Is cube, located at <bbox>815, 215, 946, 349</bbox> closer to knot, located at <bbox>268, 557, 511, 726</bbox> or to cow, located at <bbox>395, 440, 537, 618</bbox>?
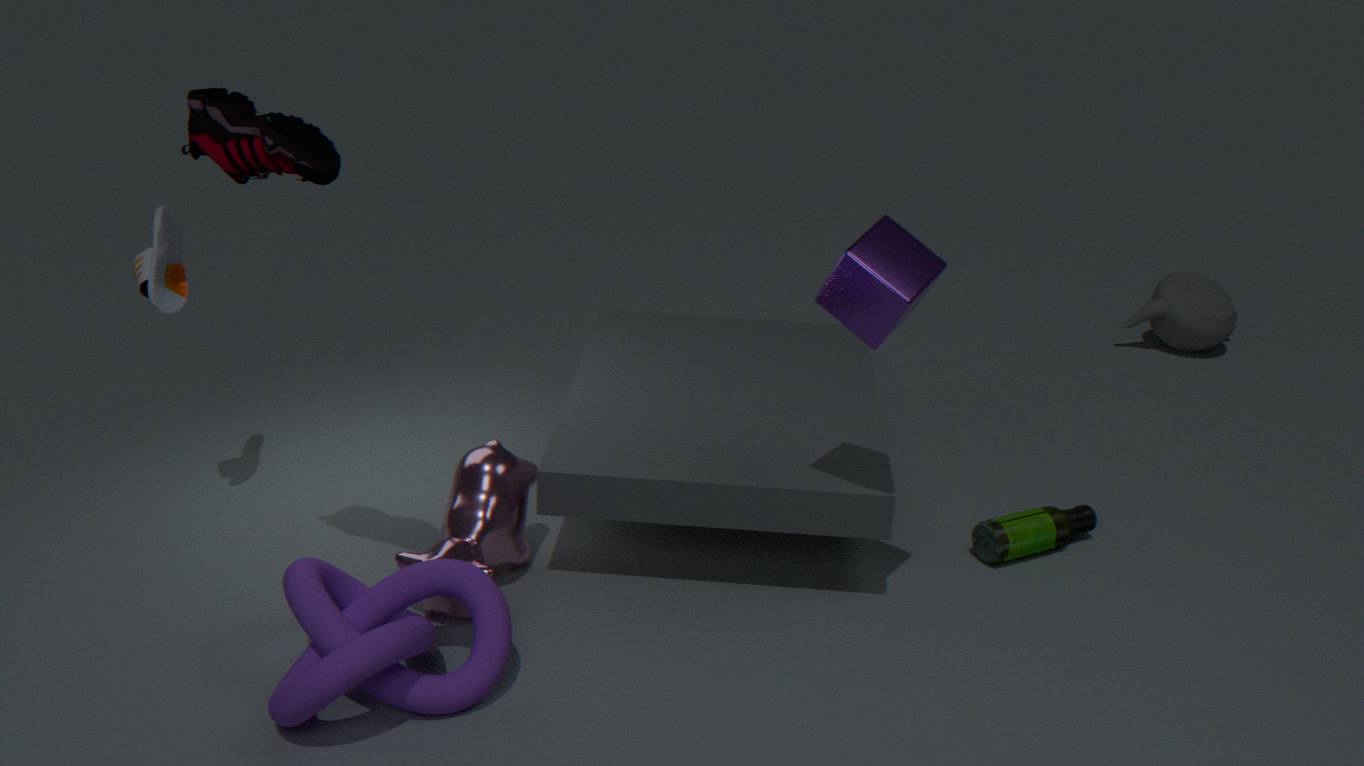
cow, located at <bbox>395, 440, 537, 618</bbox>
